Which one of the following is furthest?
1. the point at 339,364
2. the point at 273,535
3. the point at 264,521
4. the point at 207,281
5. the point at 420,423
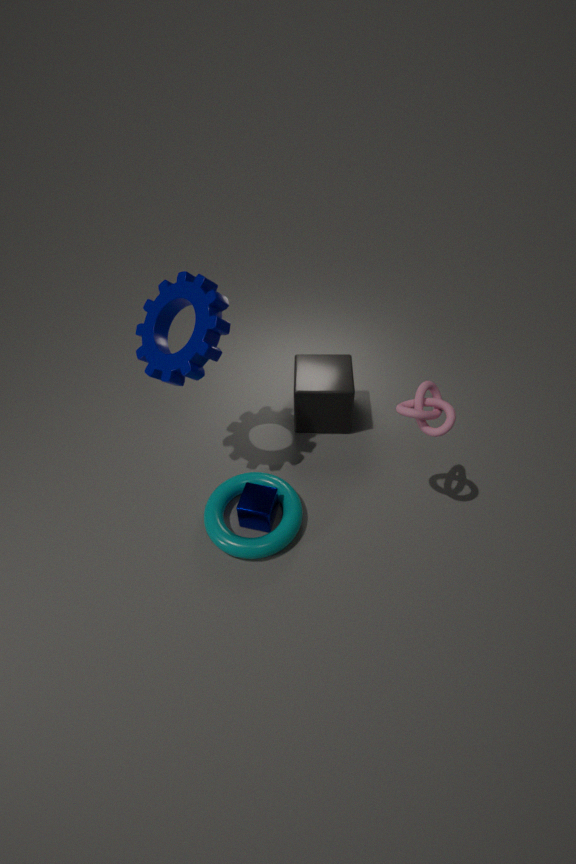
the point at 339,364
